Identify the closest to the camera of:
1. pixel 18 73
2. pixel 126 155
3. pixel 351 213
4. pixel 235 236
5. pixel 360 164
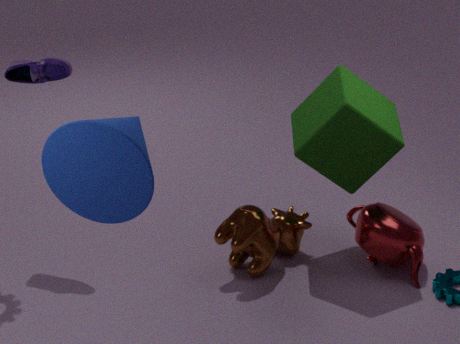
pixel 126 155
